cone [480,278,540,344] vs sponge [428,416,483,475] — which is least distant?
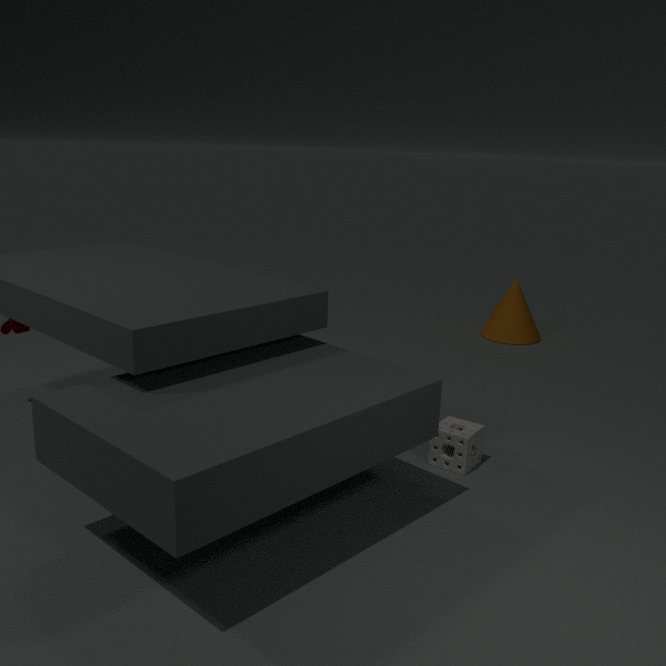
sponge [428,416,483,475]
